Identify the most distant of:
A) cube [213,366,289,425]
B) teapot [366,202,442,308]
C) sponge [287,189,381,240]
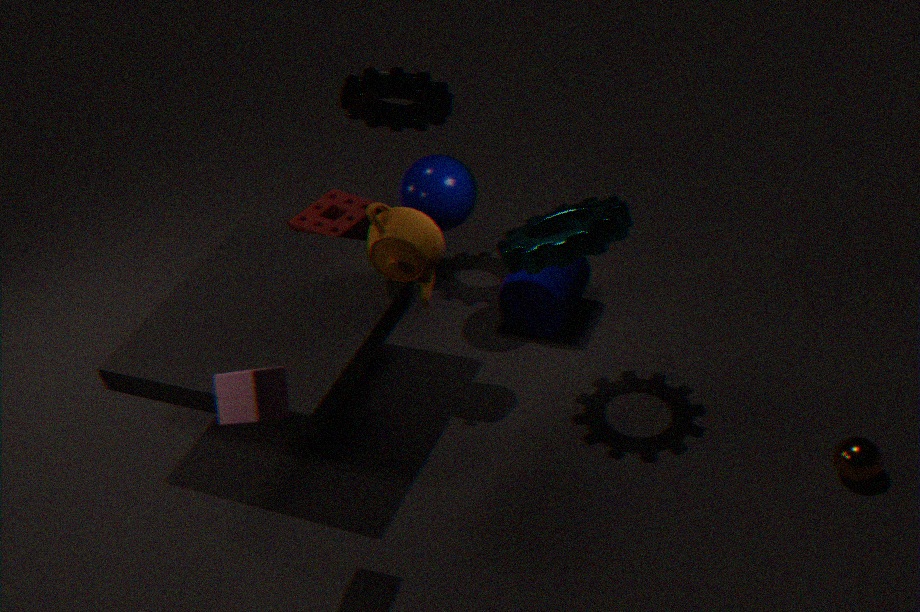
sponge [287,189,381,240]
